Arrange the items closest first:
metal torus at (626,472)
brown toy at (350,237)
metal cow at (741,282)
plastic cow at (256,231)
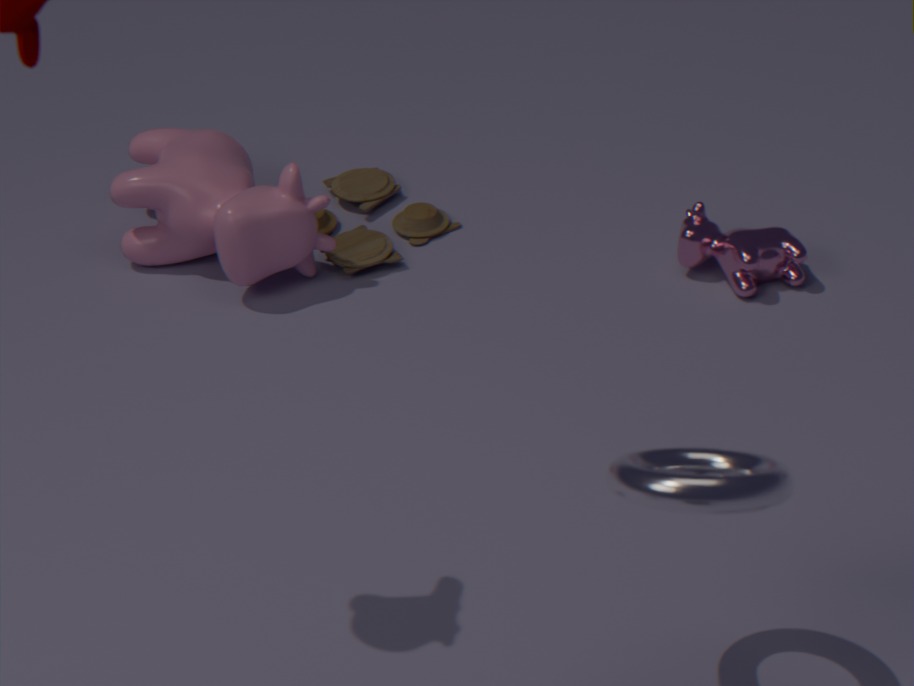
metal torus at (626,472), metal cow at (741,282), plastic cow at (256,231), brown toy at (350,237)
